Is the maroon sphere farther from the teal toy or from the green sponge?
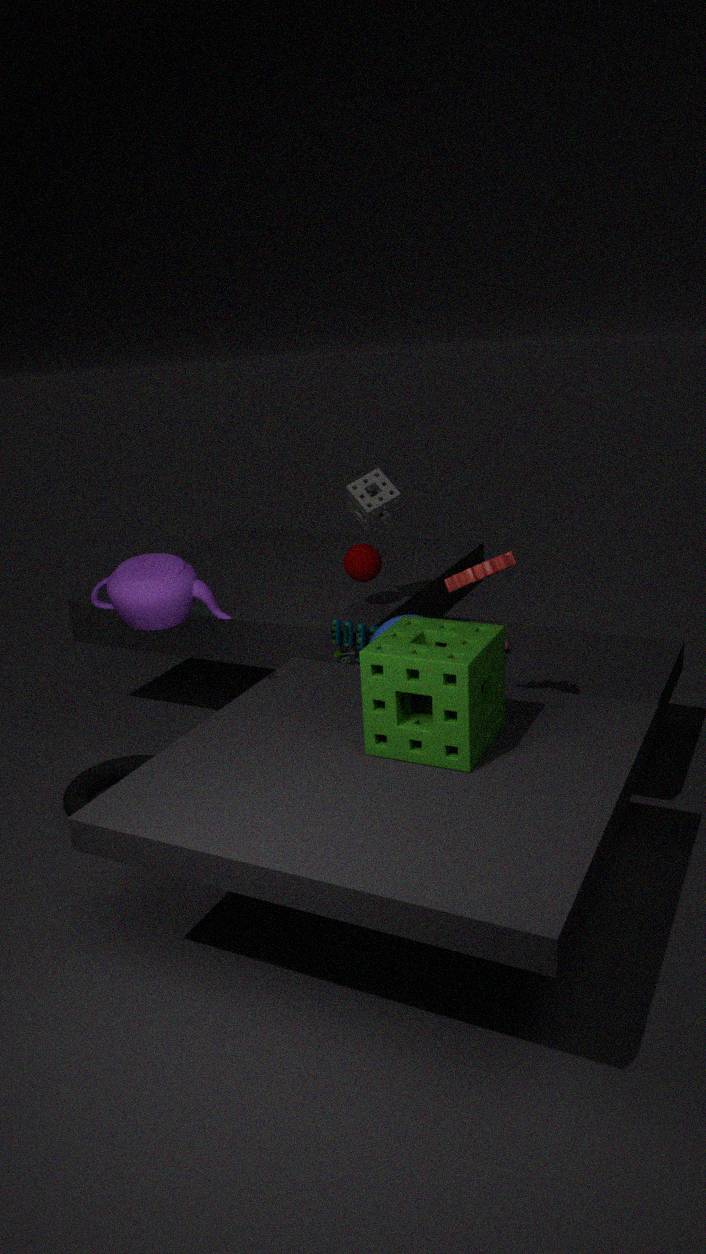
the green sponge
